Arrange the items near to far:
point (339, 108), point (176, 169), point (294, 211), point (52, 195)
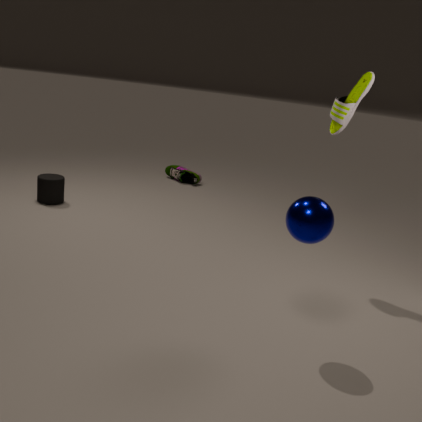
point (294, 211) → point (339, 108) → point (52, 195) → point (176, 169)
